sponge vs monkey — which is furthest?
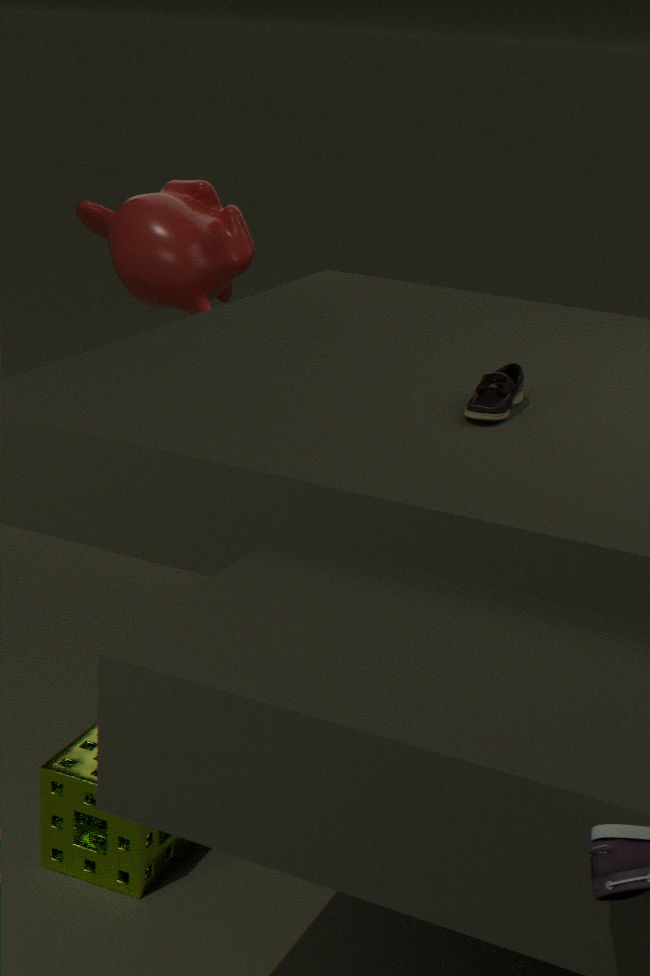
monkey
